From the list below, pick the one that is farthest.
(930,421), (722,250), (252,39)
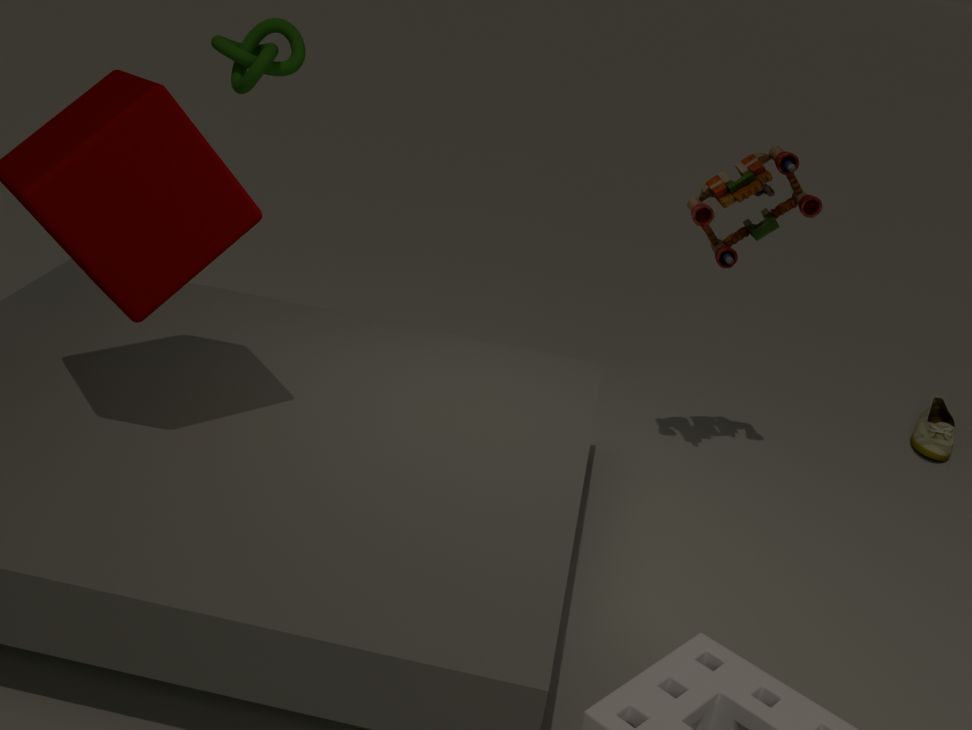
(930,421)
